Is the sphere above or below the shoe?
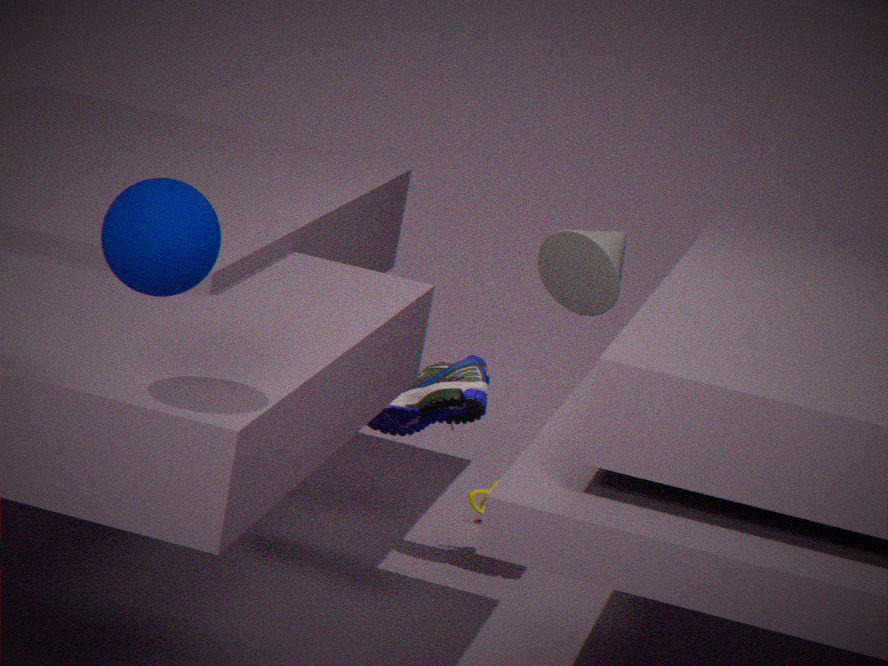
above
